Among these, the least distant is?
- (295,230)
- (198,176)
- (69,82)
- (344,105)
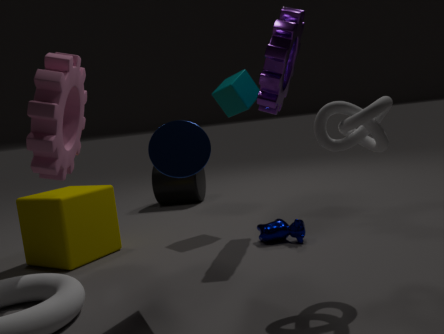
(344,105)
